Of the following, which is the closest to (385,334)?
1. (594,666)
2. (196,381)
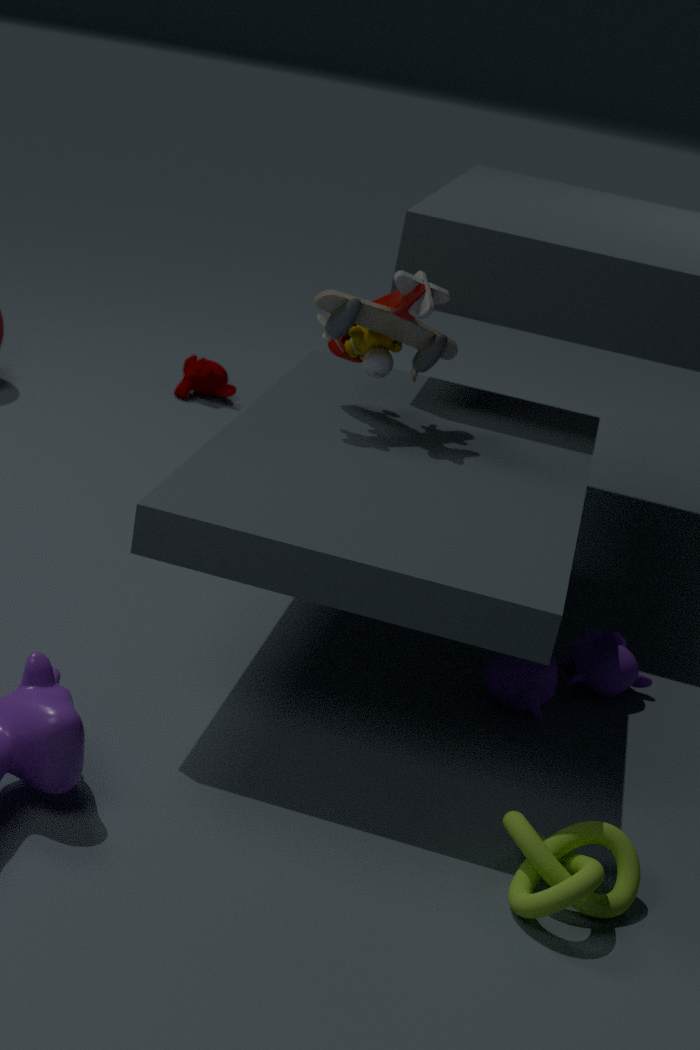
(594,666)
